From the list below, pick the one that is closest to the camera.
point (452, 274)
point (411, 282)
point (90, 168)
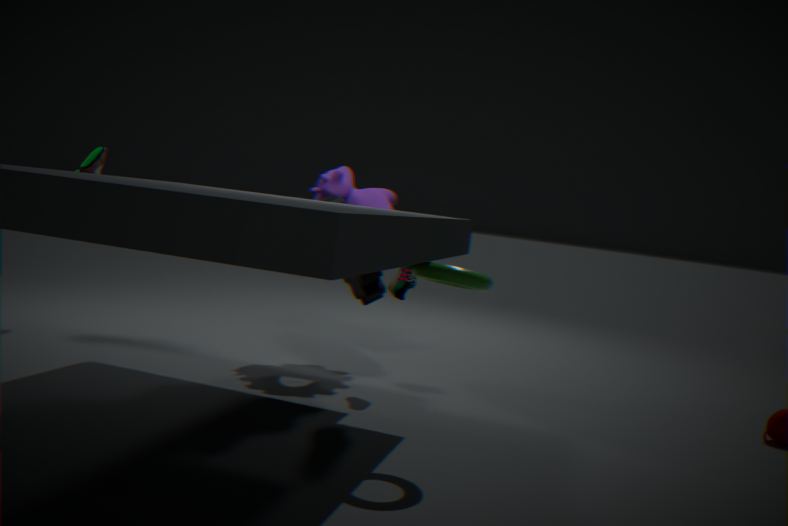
point (452, 274)
